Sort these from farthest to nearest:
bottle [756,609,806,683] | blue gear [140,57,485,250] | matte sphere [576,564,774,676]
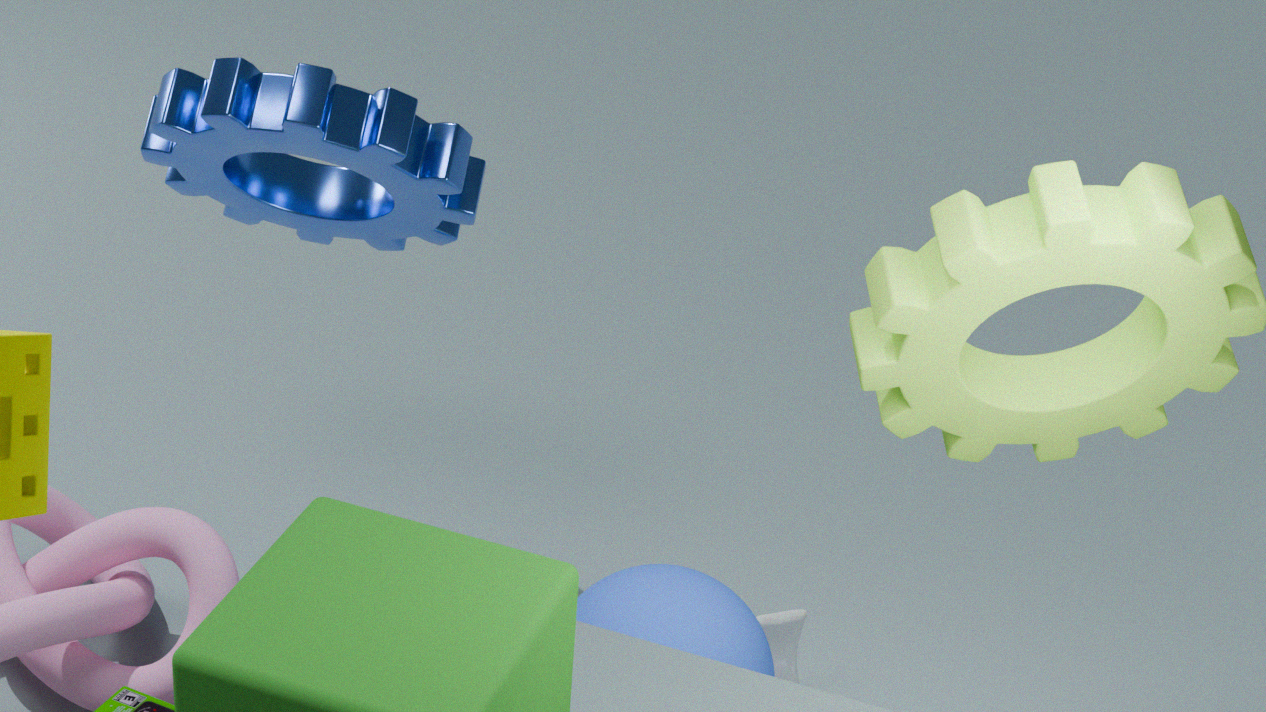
bottle [756,609,806,683], blue gear [140,57,485,250], matte sphere [576,564,774,676]
